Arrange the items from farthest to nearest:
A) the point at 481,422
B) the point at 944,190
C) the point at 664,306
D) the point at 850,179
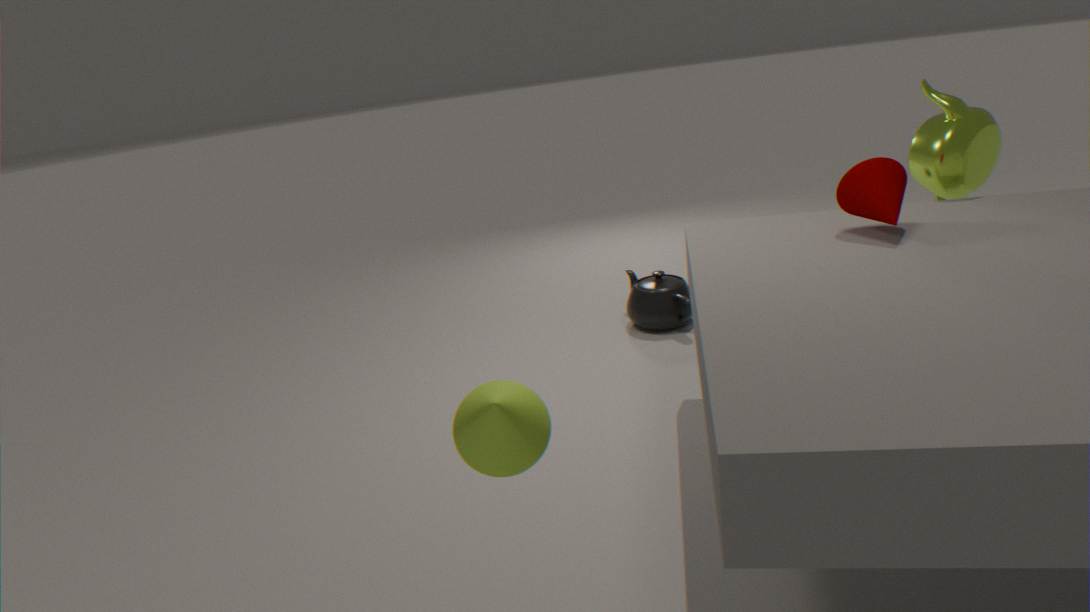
→ the point at 664,306
the point at 944,190
the point at 850,179
the point at 481,422
